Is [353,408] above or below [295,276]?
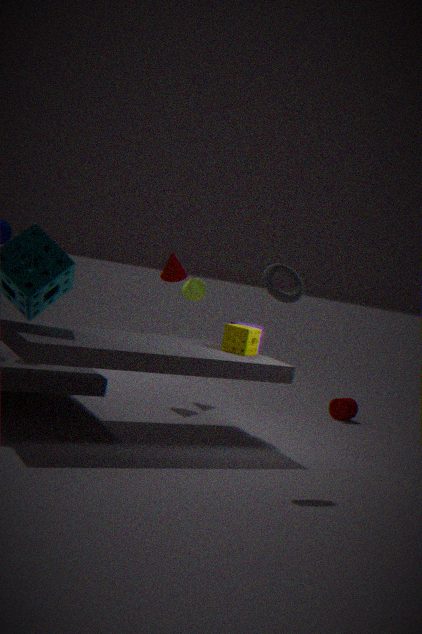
below
